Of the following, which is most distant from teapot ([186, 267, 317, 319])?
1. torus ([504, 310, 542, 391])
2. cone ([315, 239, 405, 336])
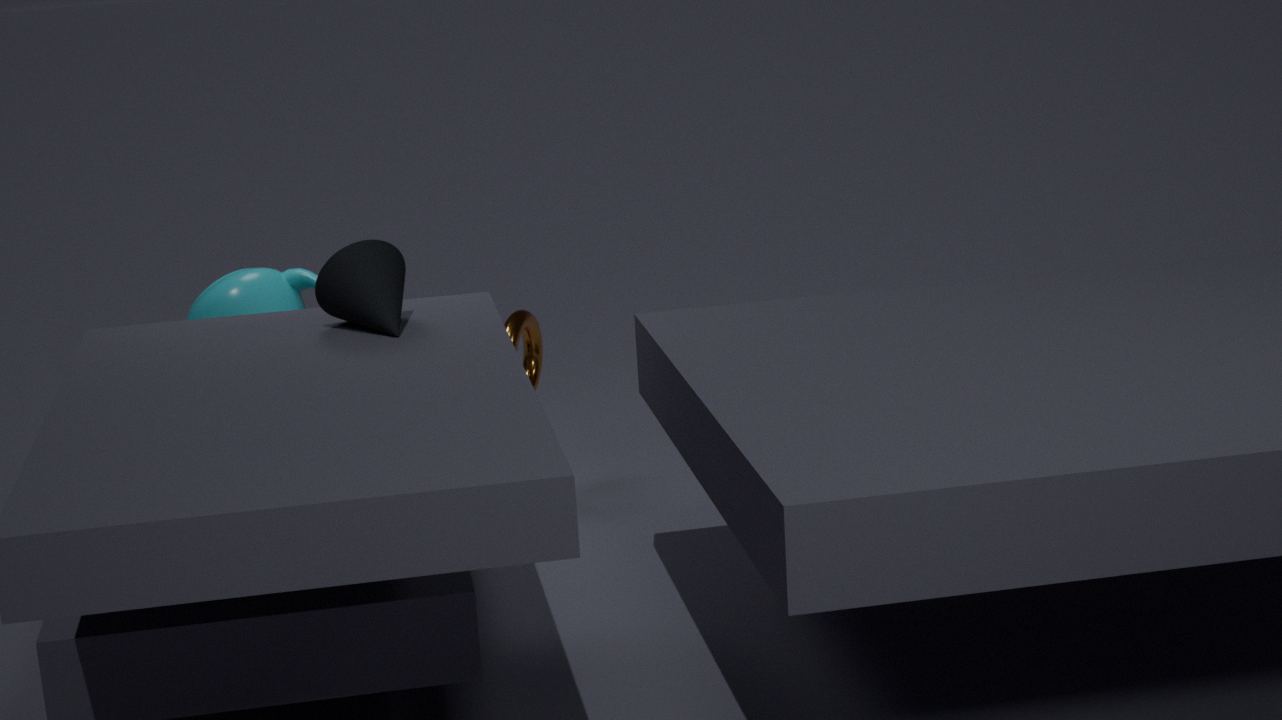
cone ([315, 239, 405, 336])
